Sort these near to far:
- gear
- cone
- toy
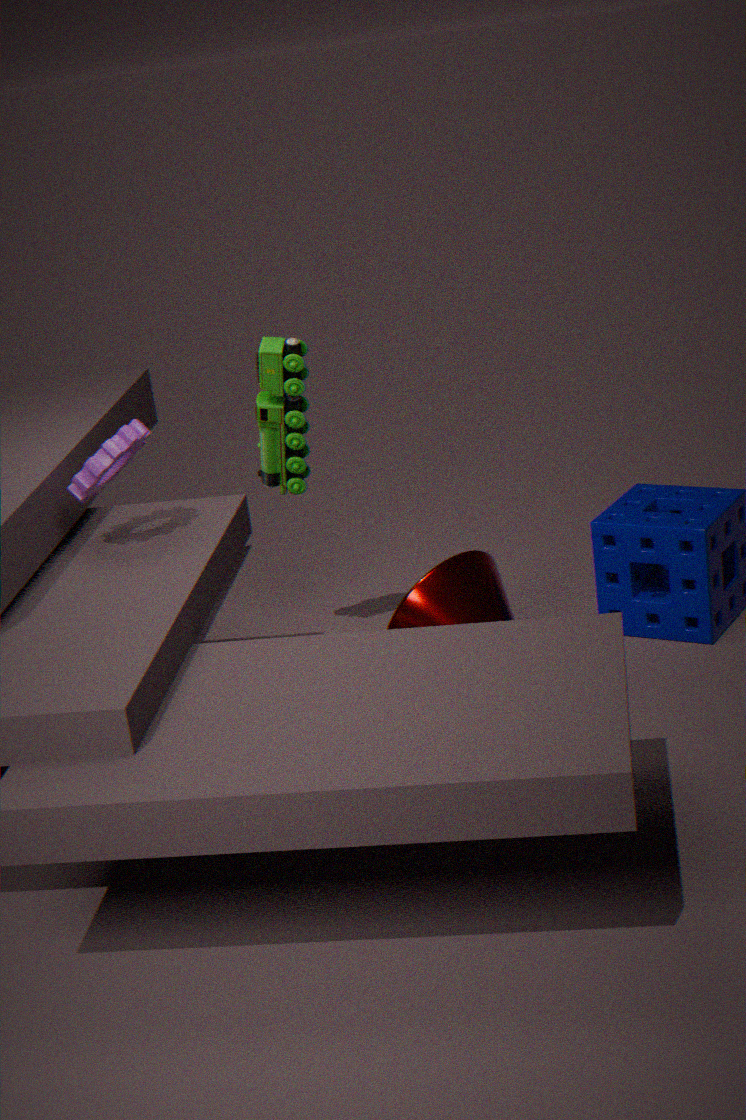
gear
cone
toy
